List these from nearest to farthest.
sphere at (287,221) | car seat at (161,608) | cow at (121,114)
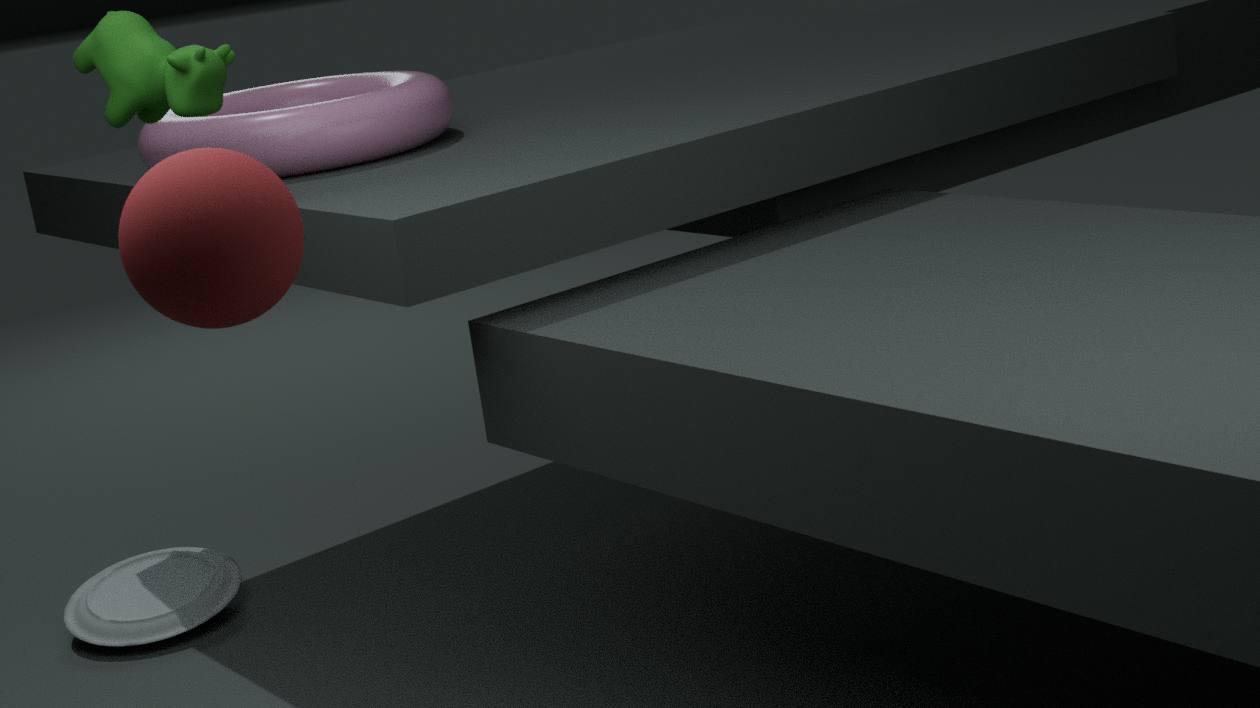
sphere at (287,221)
cow at (121,114)
car seat at (161,608)
